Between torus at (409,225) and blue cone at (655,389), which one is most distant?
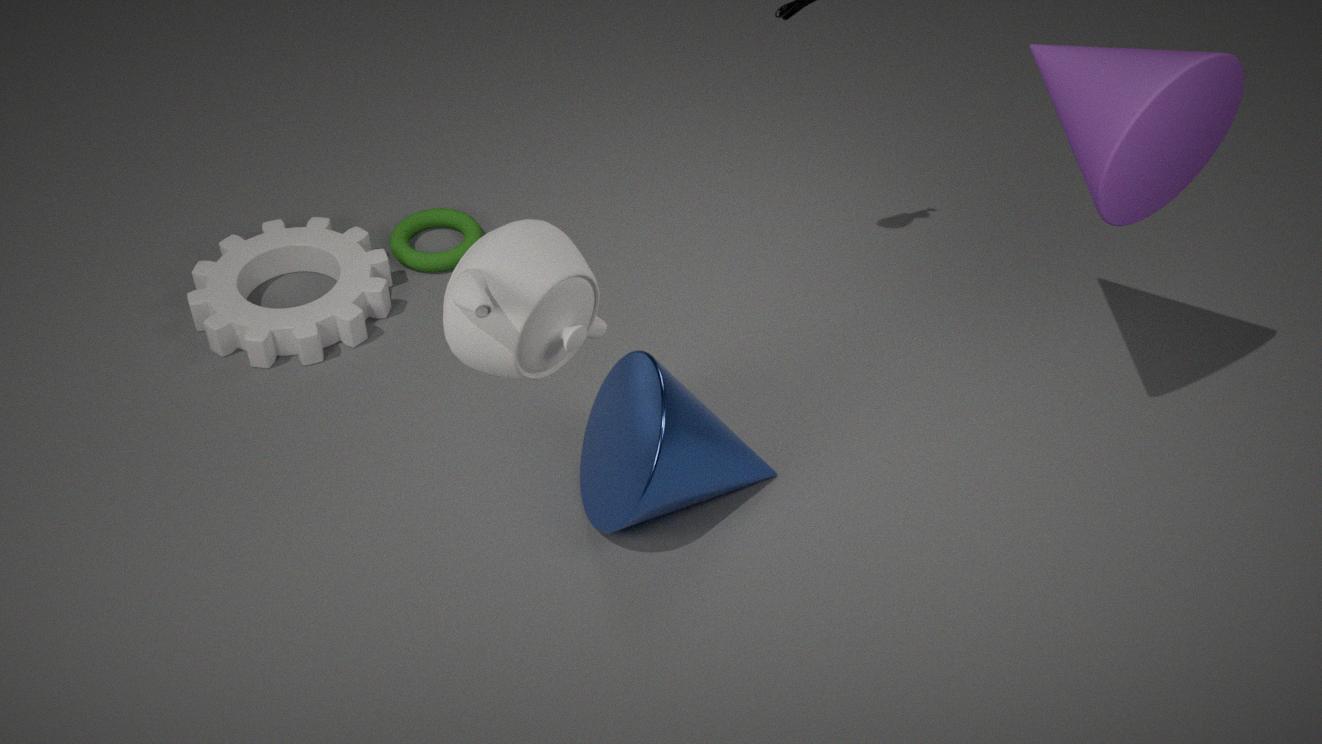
torus at (409,225)
